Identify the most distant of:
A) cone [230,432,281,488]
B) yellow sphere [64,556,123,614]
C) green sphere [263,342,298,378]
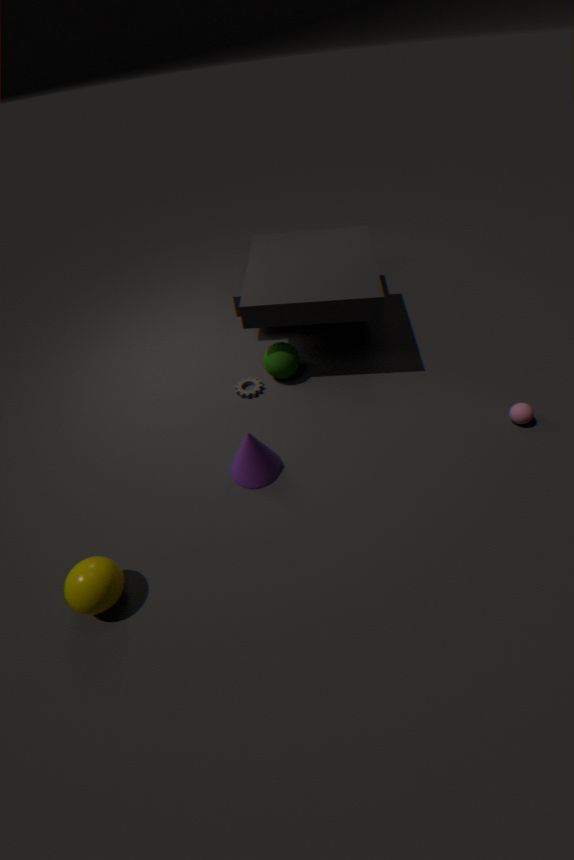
green sphere [263,342,298,378]
